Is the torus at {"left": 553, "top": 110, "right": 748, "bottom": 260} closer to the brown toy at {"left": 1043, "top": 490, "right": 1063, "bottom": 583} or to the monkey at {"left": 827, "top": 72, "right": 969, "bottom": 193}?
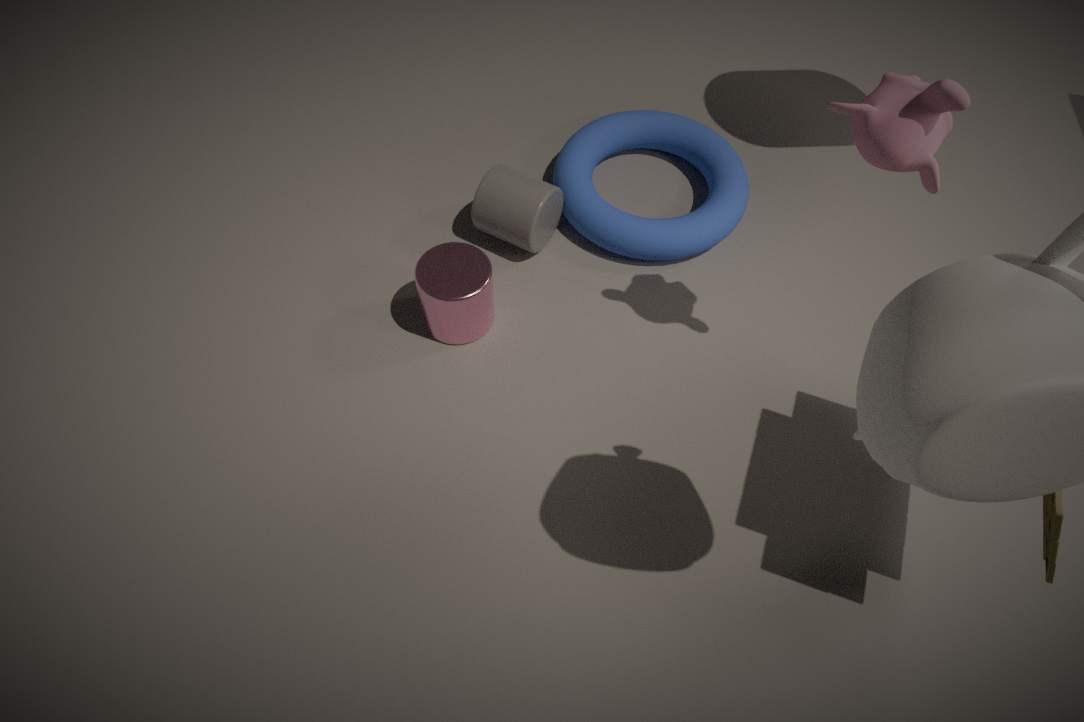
the monkey at {"left": 827, "top": 72, "right": 969, "bottom": 193}
